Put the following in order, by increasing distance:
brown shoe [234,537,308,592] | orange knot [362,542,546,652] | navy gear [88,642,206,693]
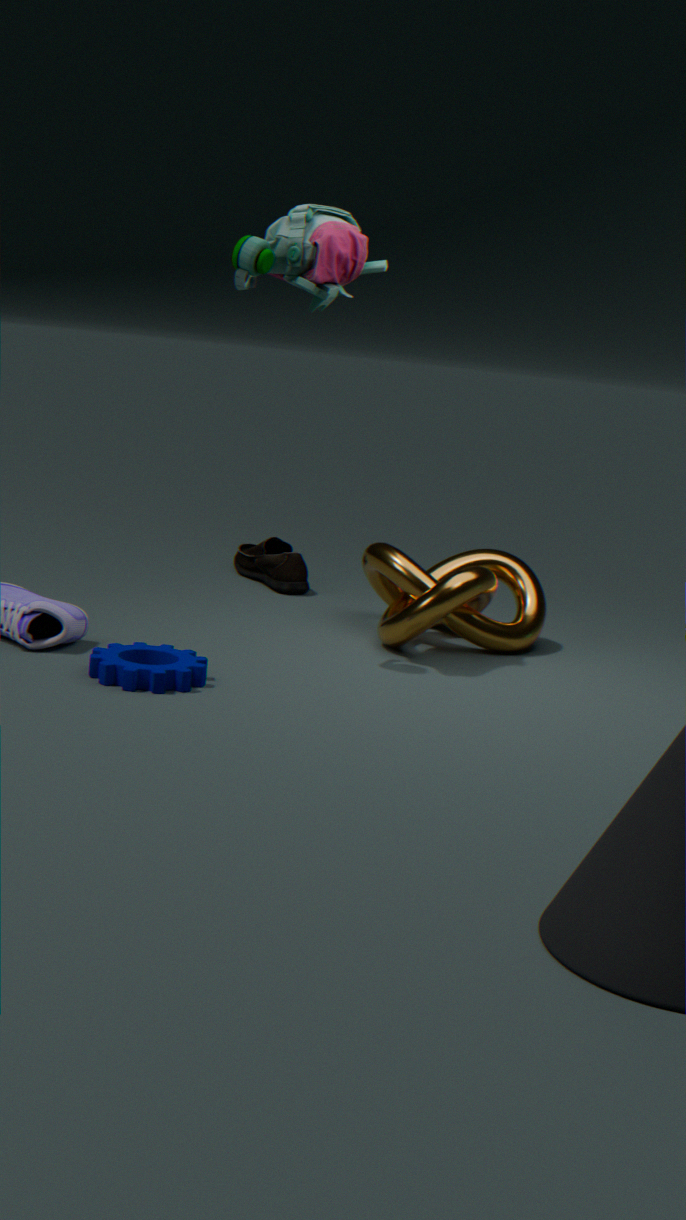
navy gear [88,642,206,693]
orange knot [362,542,546,652]
brown shoe [234,537,308,592]
